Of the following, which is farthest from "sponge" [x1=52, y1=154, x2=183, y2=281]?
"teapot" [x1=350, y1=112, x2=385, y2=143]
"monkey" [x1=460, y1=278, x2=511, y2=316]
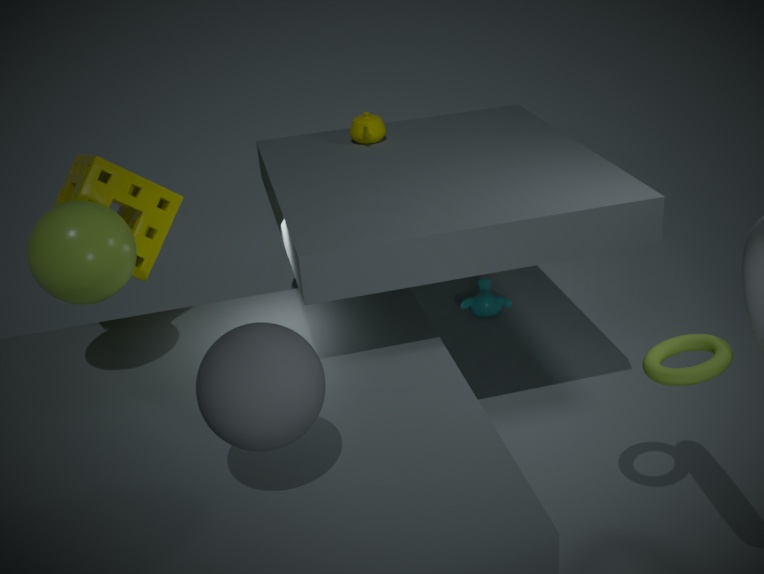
"monkey" [x1=460, y1=278, x2=511, y2=316]
